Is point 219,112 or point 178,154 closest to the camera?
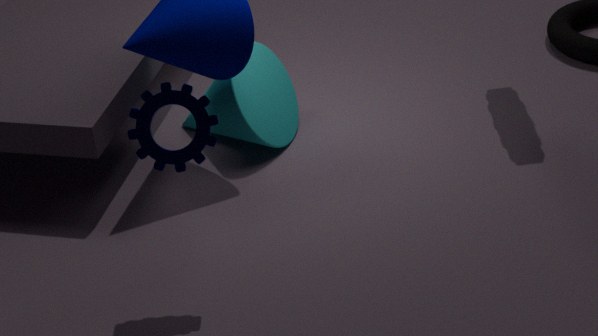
point 178,154
